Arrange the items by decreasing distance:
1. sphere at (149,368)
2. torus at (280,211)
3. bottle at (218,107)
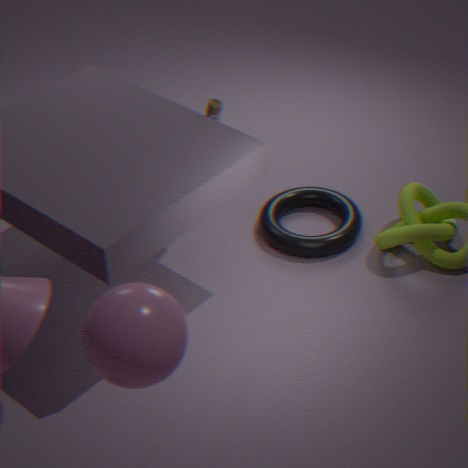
torus at (280,211) < bottle at (218,107) < sphere at (149,368)
